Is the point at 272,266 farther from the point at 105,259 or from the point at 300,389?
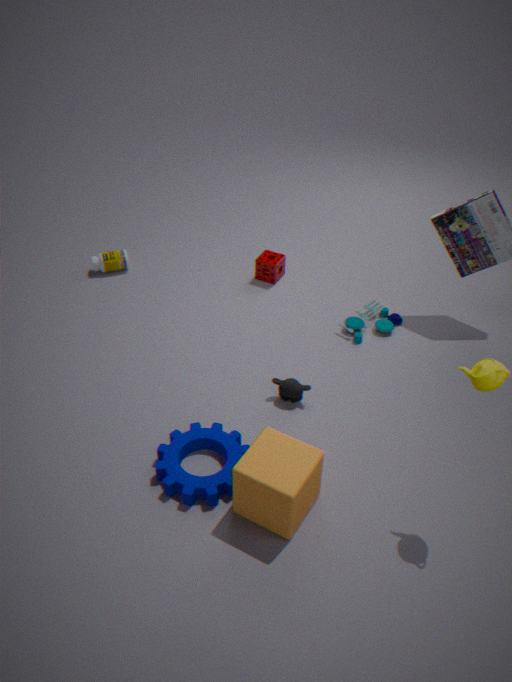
the point at 300,389
